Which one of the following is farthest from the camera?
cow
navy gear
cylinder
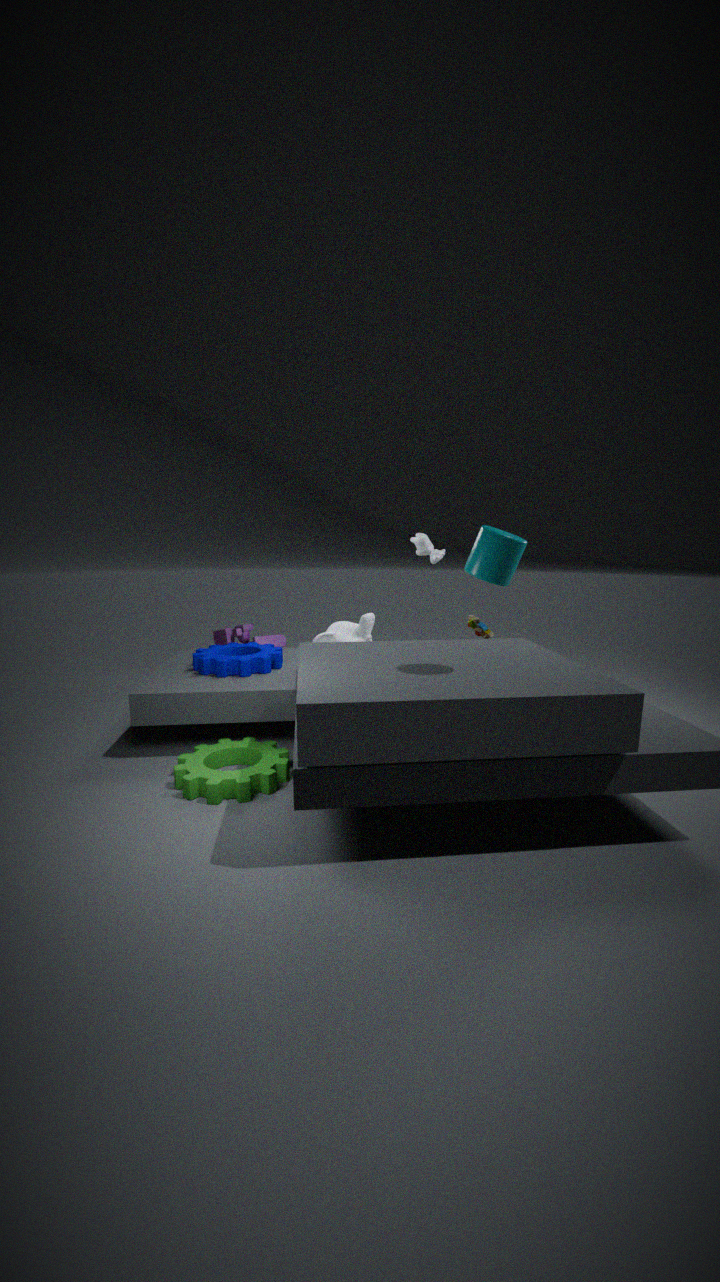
cow
